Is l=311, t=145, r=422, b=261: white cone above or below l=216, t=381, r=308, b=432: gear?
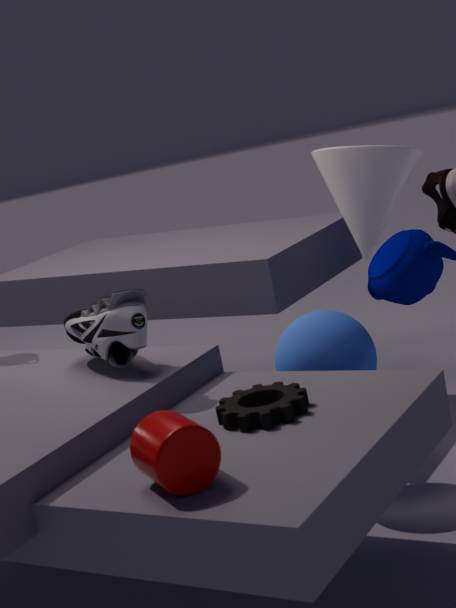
above
